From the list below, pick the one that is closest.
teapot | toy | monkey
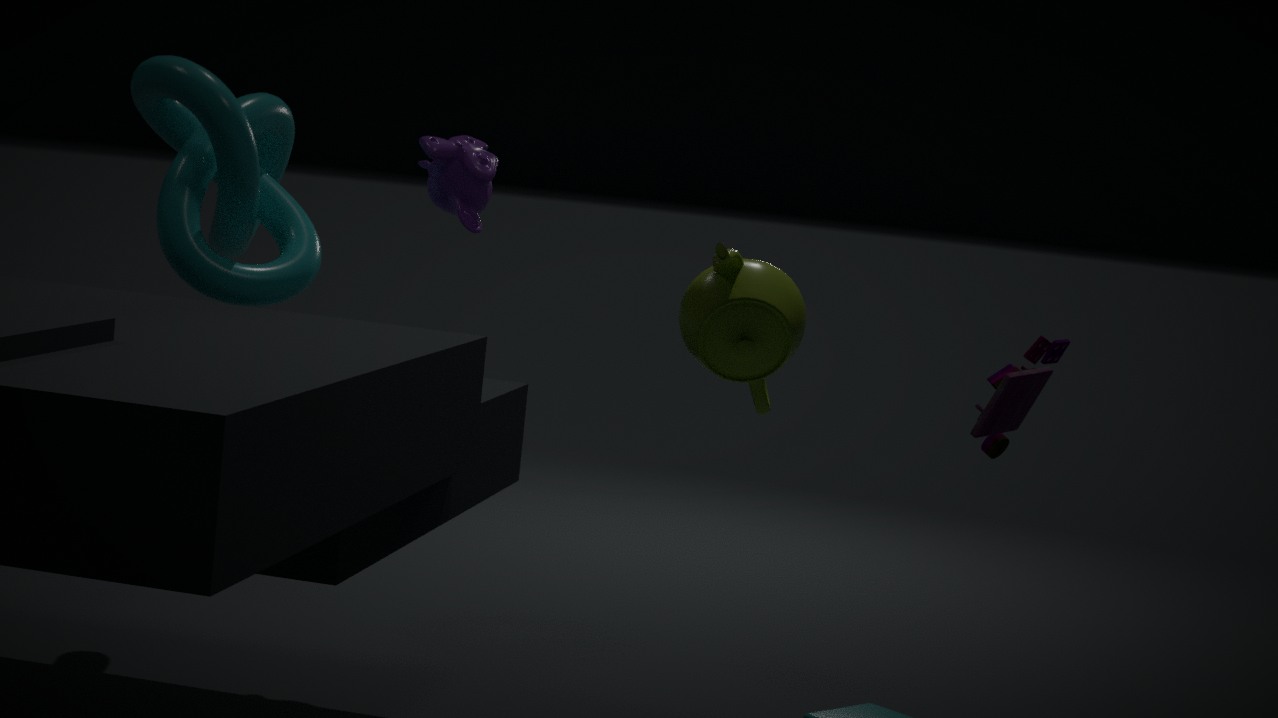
teapot
